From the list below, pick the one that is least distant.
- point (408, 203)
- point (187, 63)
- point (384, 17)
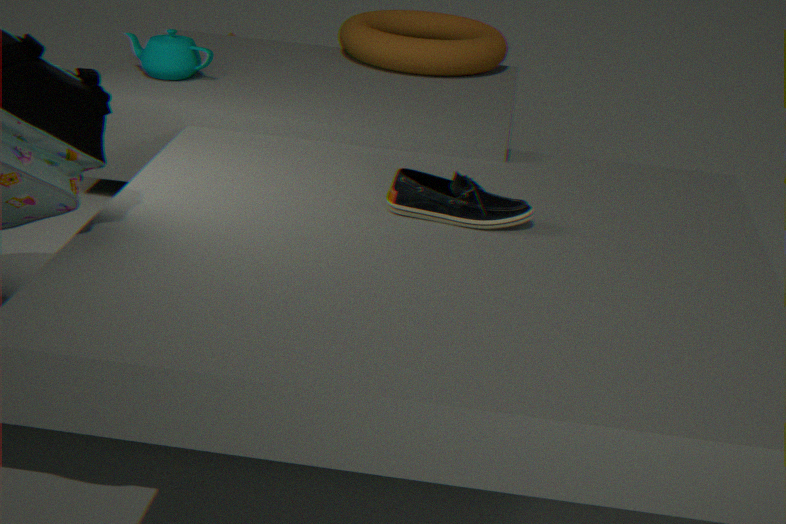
point (408, 203)
